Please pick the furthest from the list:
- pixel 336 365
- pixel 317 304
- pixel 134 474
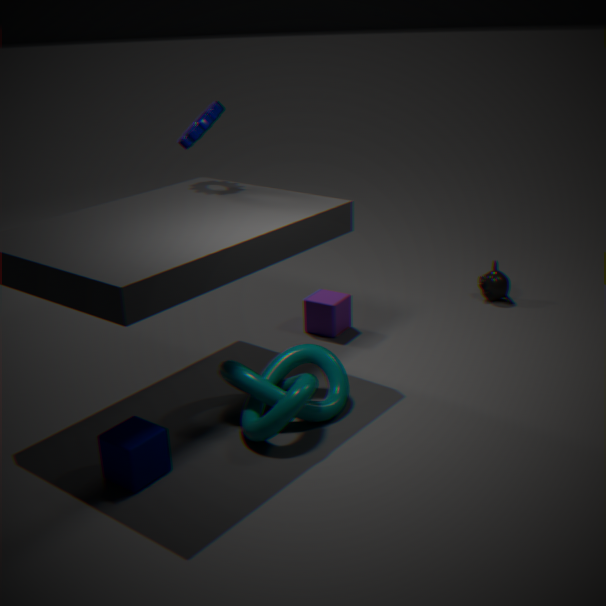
pixel 317 304
